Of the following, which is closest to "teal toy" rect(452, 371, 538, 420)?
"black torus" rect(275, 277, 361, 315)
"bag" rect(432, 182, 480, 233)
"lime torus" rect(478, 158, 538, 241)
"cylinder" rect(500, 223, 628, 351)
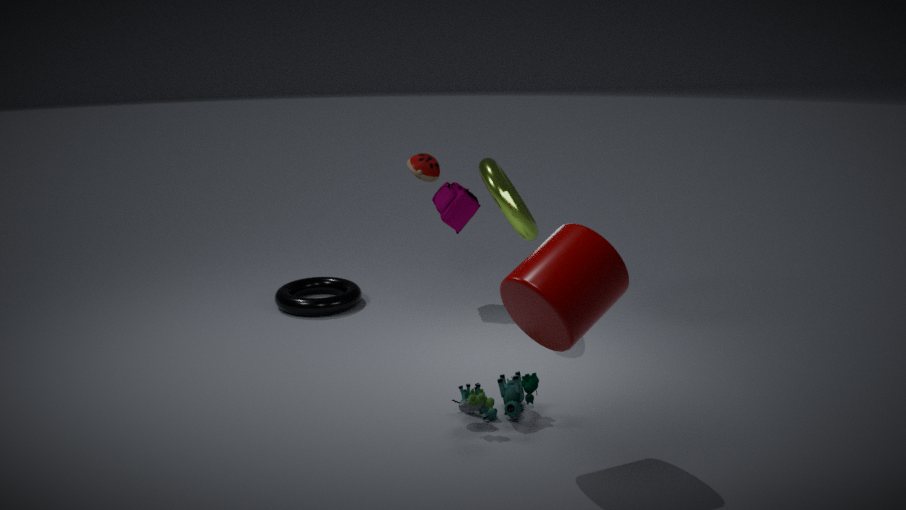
"cylinder" rect(500, 223, 628, 351)
